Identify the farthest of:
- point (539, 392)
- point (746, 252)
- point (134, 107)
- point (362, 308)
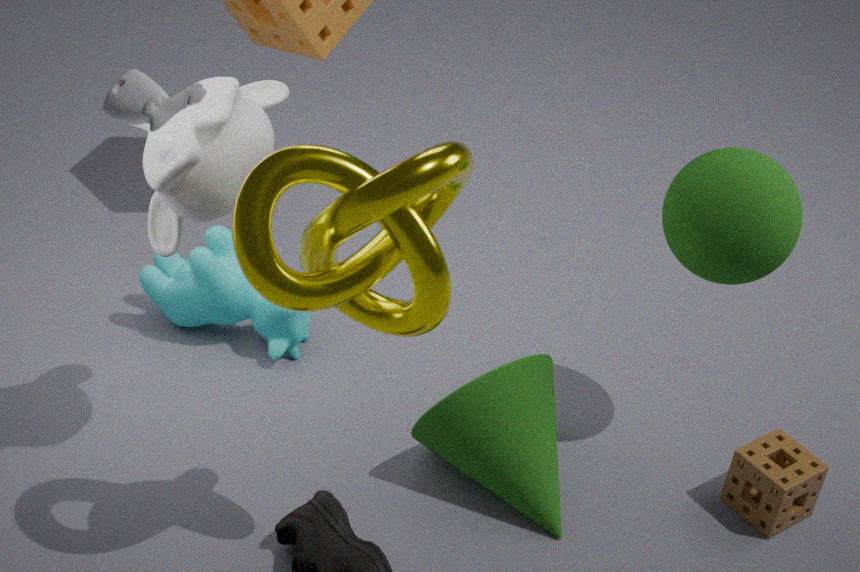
point (539, 392)
